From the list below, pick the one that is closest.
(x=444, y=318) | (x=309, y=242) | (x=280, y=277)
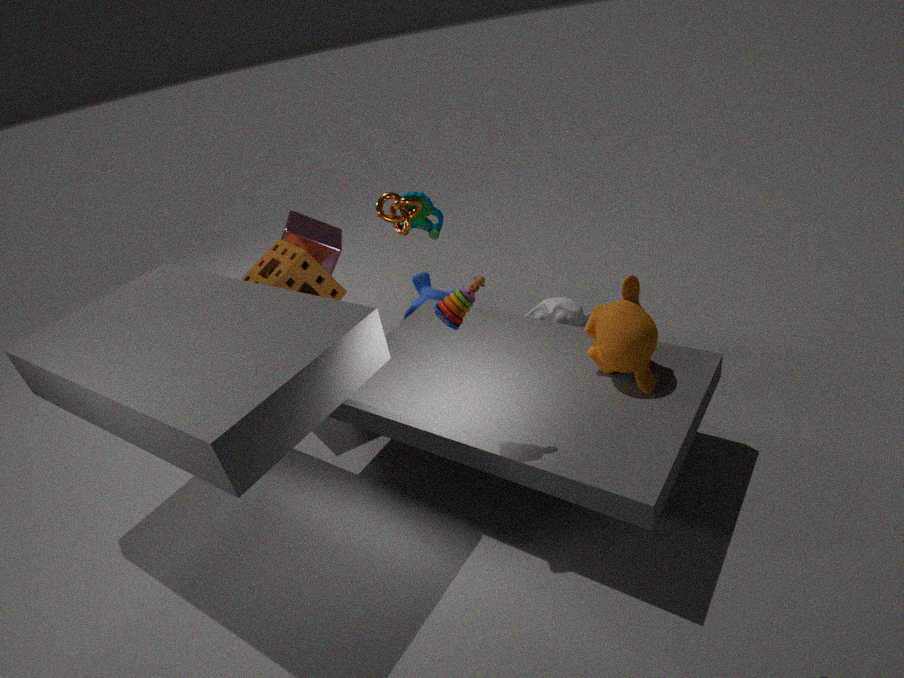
(x=444, y=318)
